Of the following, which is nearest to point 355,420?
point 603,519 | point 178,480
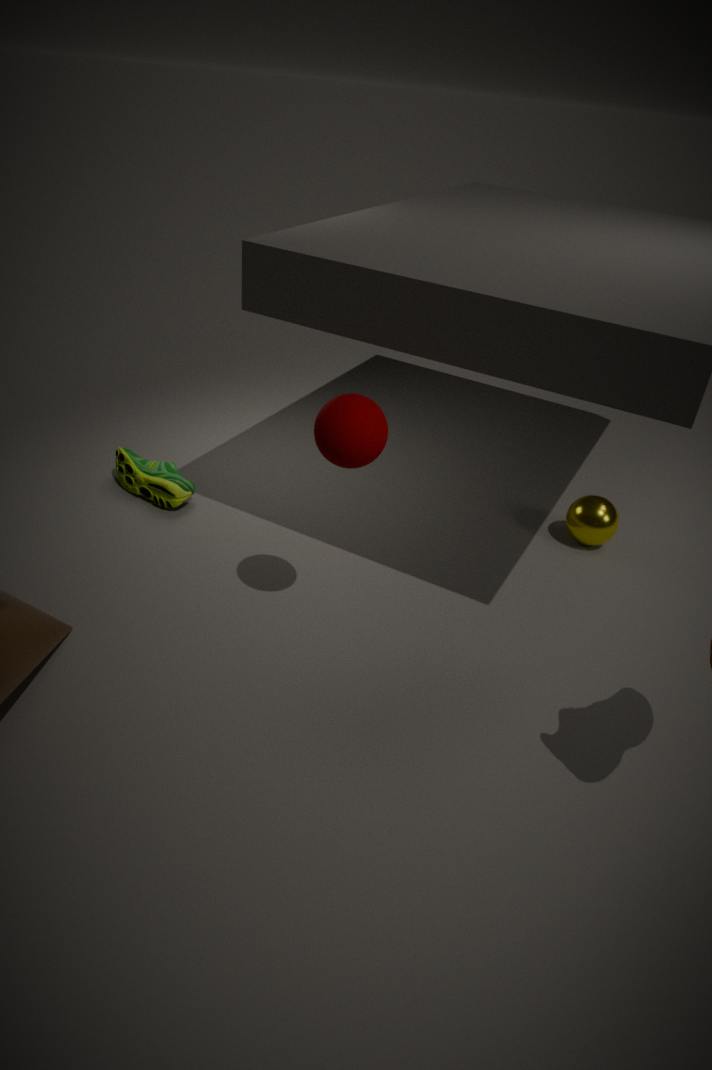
point 178,480
